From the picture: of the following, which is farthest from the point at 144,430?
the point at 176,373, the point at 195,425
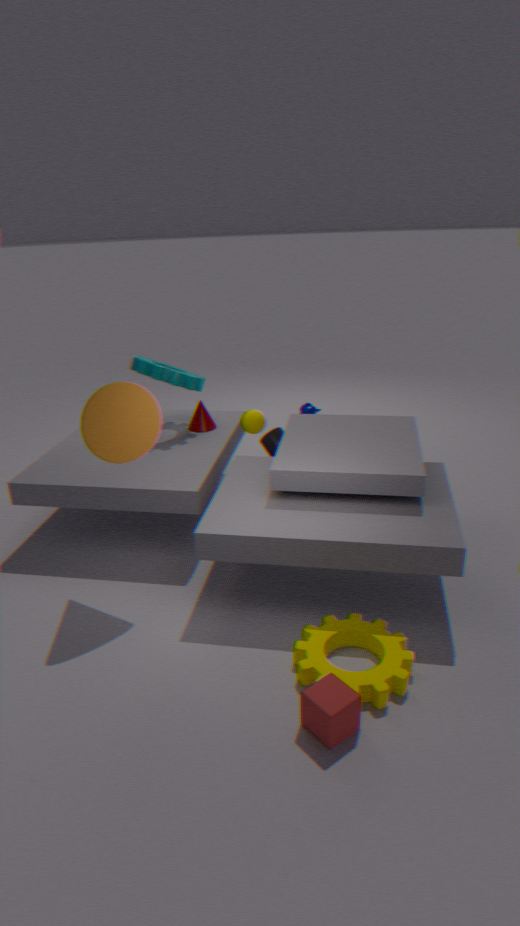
the point at 195,425
